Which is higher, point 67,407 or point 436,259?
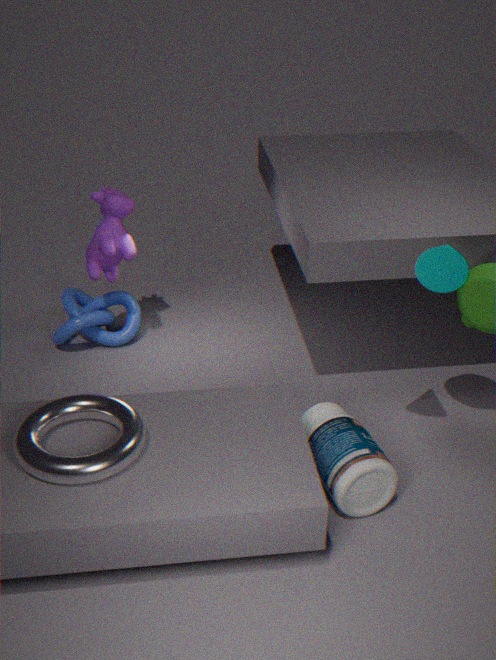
point 436,259
